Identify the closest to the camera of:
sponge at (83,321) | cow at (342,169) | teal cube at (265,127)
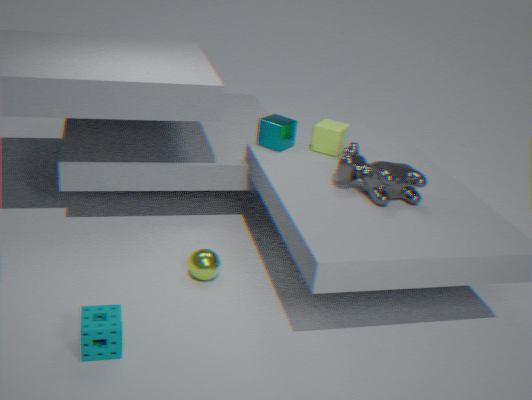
sponge at (83,321)
